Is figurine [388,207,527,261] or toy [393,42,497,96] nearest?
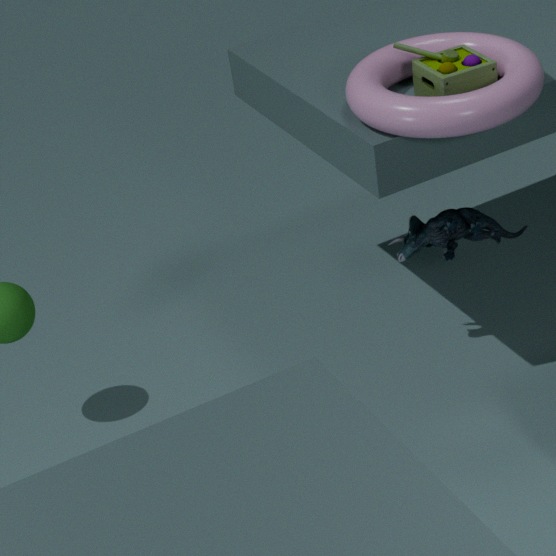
toy [393,42,497,96]
